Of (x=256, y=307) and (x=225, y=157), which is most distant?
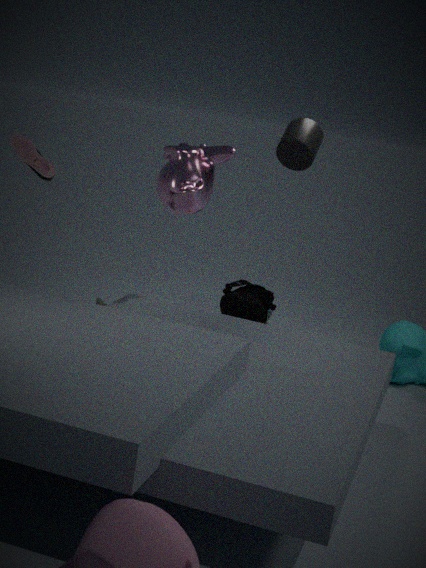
(x=256, y=307)
